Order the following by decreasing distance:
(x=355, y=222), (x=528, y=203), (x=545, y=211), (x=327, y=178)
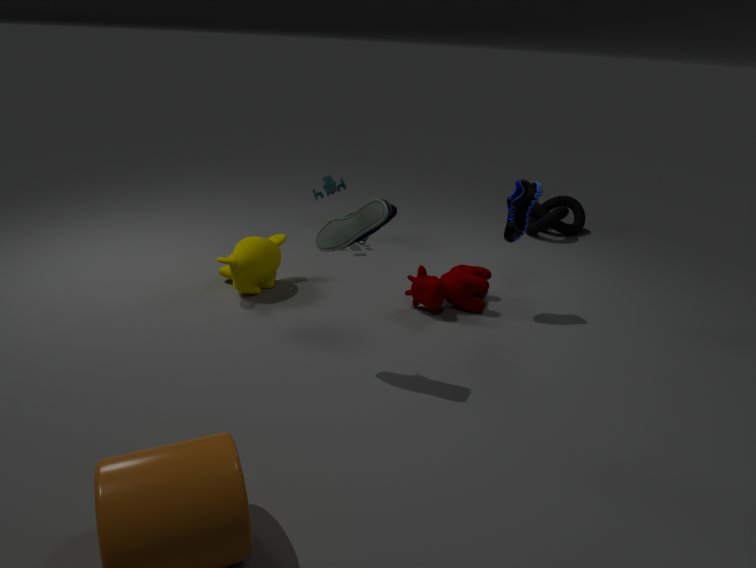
(x=545, y=211), (x=327, y=178), (x=528, y=203), (x=355, y=222)
